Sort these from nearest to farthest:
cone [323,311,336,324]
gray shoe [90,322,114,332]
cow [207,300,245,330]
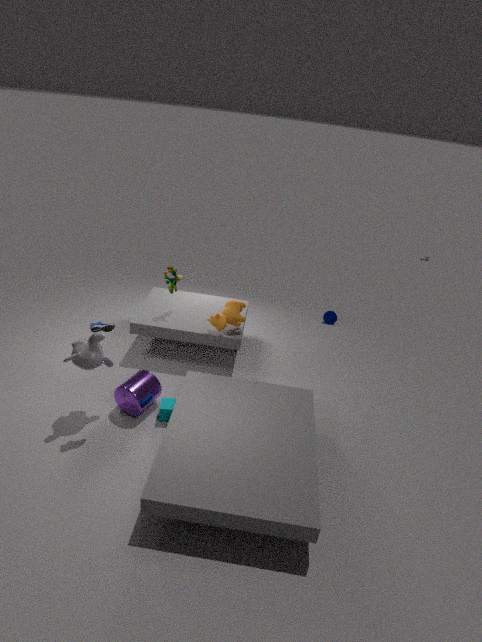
gray shoe [90,322,114,332], cow [207,300,245,330], cone [323,311,336,324]
